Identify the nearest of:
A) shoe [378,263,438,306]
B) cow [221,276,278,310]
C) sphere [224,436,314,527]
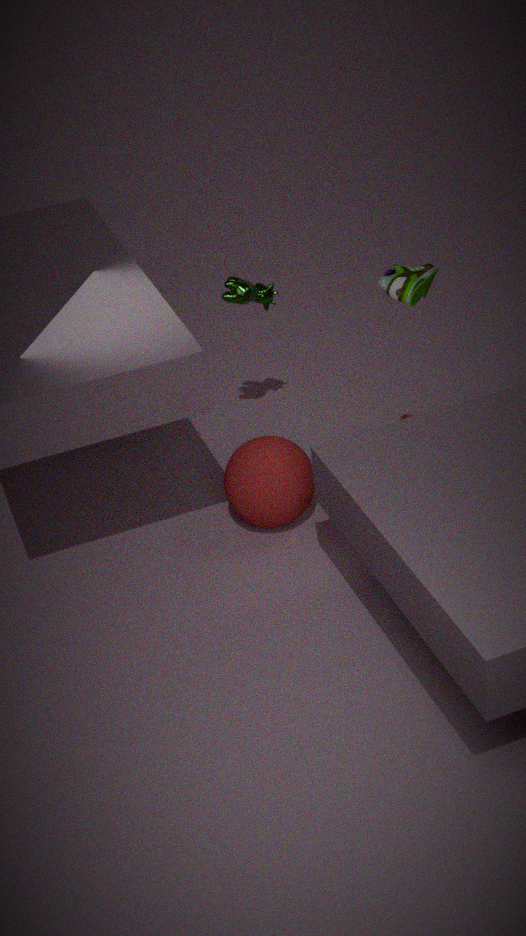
shoe [378,263,438,306]
